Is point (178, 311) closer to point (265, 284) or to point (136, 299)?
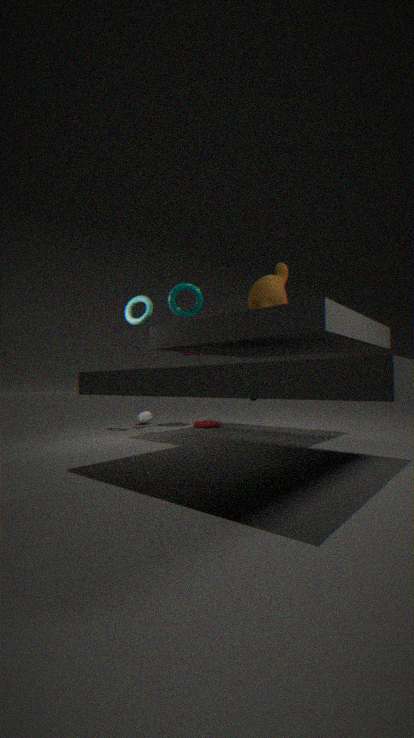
point (136, 299)
